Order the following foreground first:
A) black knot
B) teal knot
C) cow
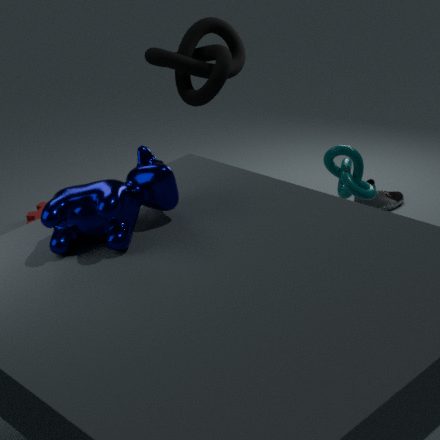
1. C. cow
2. B. teal knot
3. A. black knot
